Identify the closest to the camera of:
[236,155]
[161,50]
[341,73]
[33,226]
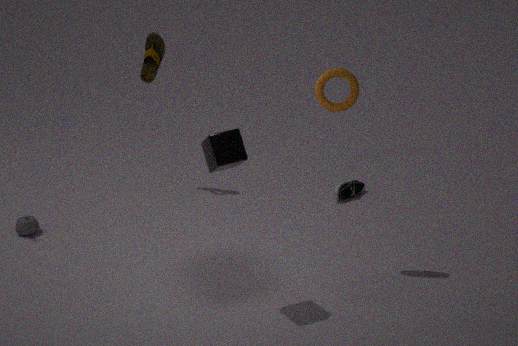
[236,155]
